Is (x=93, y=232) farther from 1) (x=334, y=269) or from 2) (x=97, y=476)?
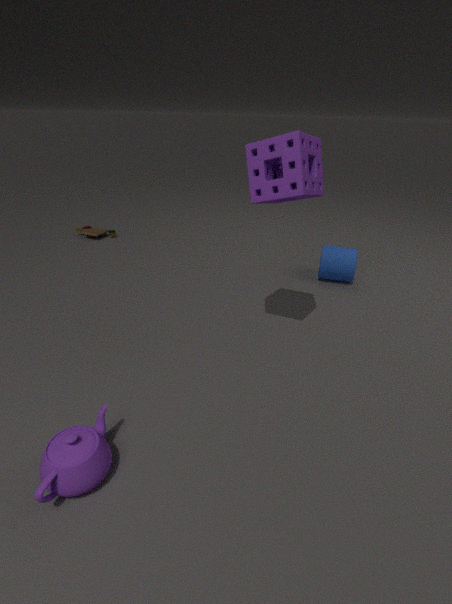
2) (x=97, y=476)
